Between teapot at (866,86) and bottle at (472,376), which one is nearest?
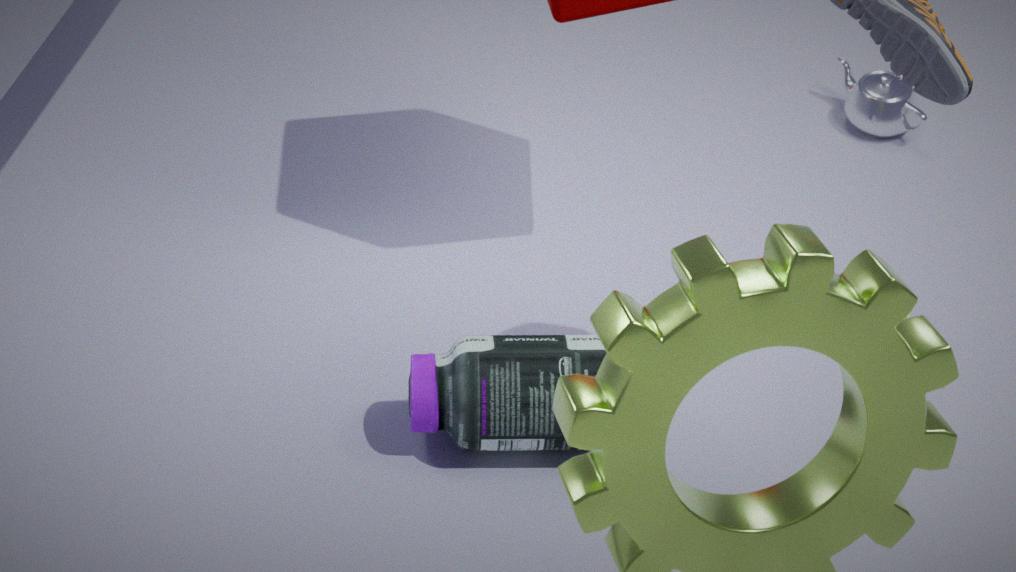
bottle at (472,376)
